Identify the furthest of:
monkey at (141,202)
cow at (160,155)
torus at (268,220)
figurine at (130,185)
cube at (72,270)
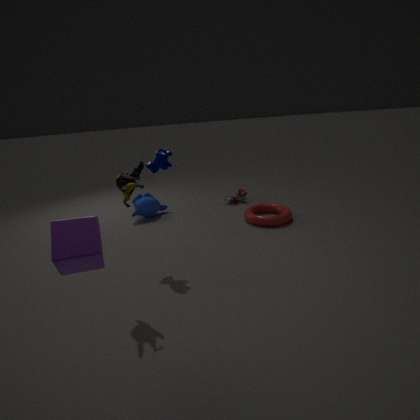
monkey at (141,202)
